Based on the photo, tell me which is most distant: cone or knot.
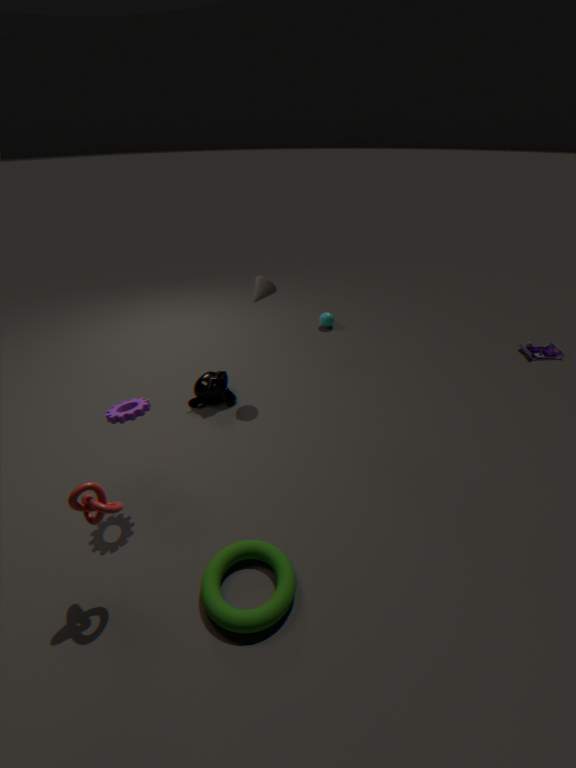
cone
